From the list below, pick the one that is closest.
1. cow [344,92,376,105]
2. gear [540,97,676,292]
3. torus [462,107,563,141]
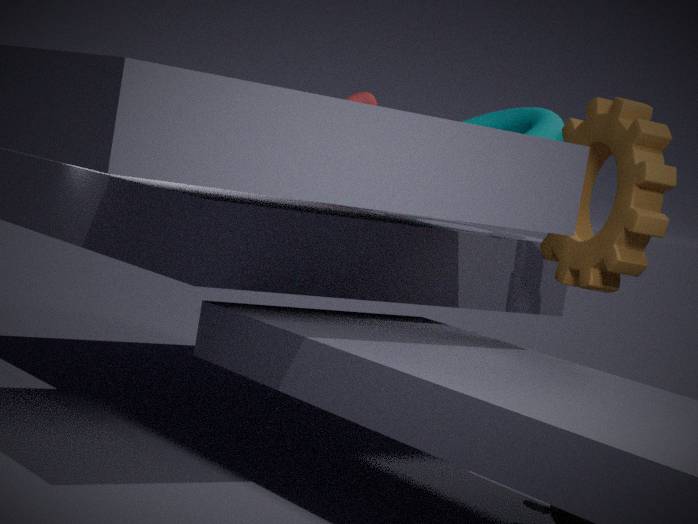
gear [540,97,676,292]
